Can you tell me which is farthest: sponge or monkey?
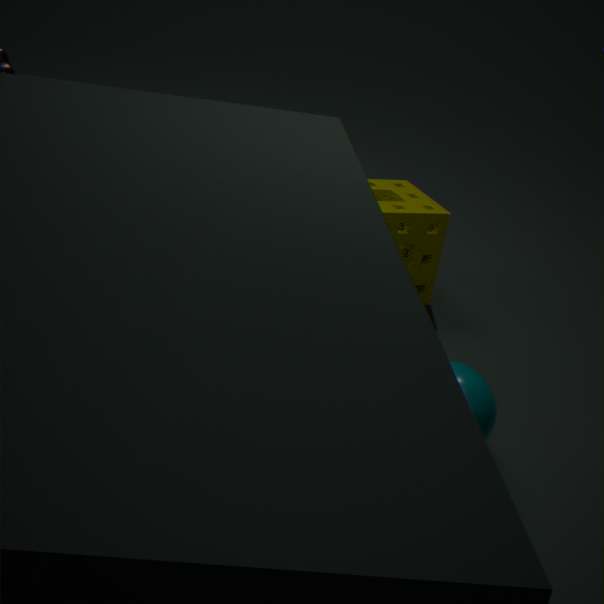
sponge
